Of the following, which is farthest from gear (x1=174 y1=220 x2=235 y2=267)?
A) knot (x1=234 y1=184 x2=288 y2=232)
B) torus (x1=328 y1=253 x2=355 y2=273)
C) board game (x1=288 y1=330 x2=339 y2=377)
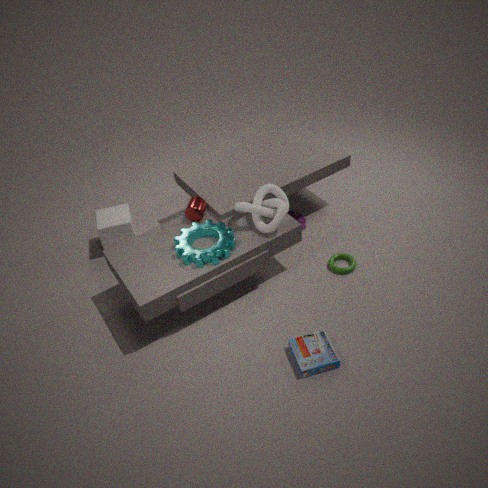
torus (x1=328 y1=253 x2=355 y2=273)
